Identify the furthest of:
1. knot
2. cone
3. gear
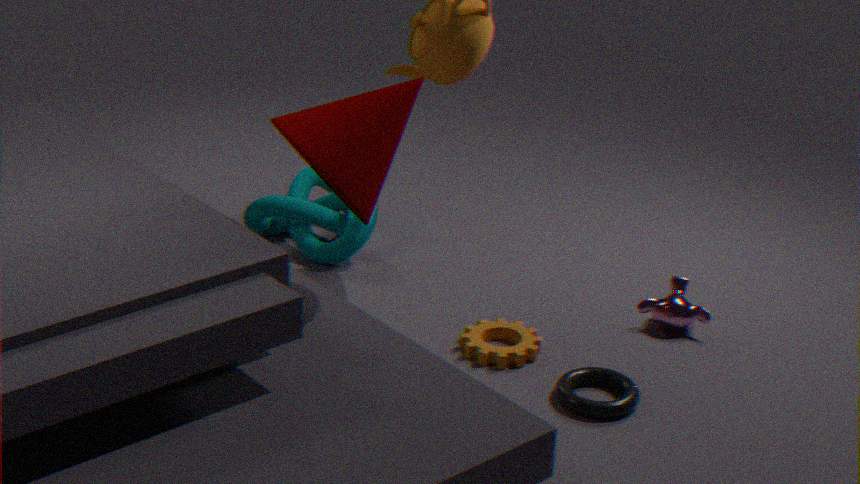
knot
